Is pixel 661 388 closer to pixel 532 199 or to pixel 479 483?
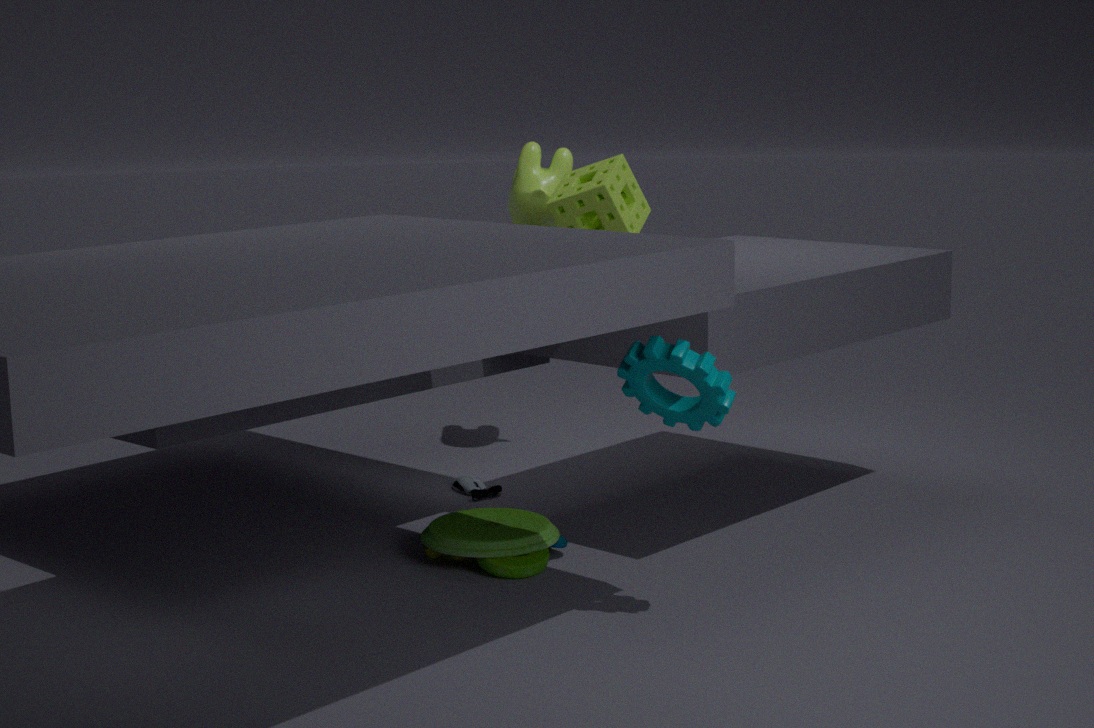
pixel 479 483
